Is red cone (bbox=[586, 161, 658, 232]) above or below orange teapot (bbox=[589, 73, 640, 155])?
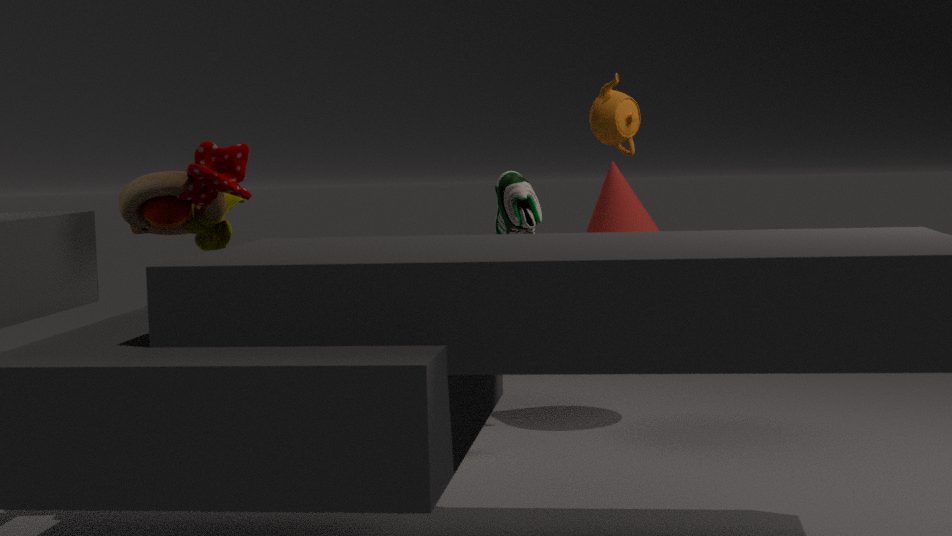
Answer: below
